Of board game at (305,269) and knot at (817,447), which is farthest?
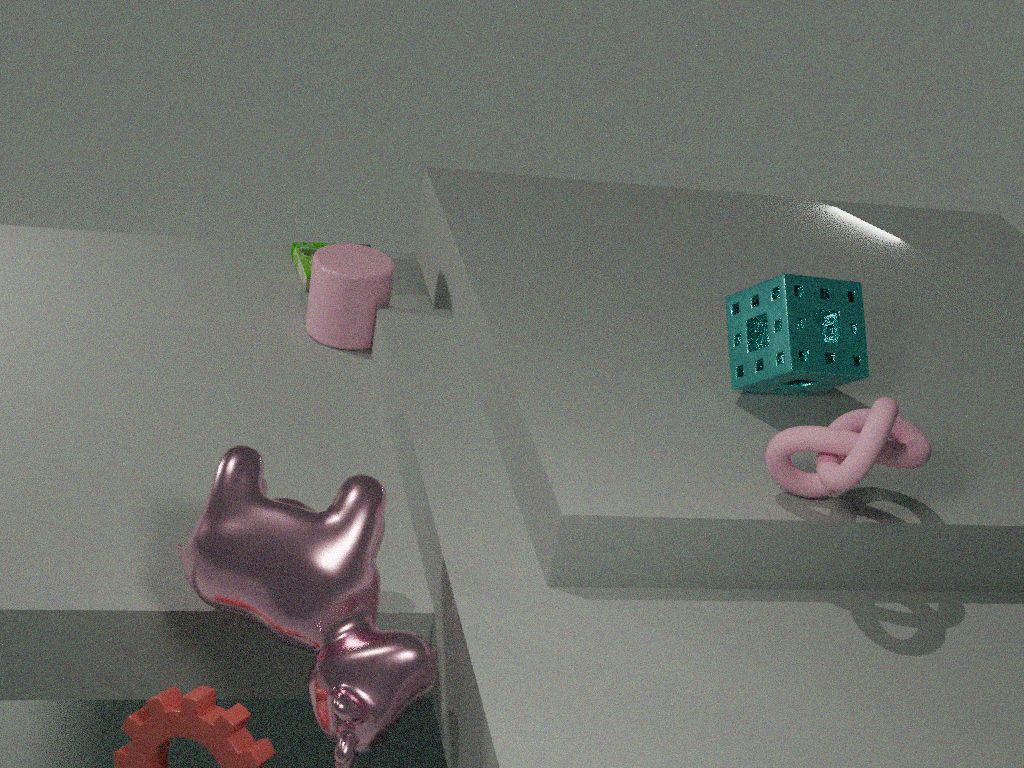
board game at (305,269)
